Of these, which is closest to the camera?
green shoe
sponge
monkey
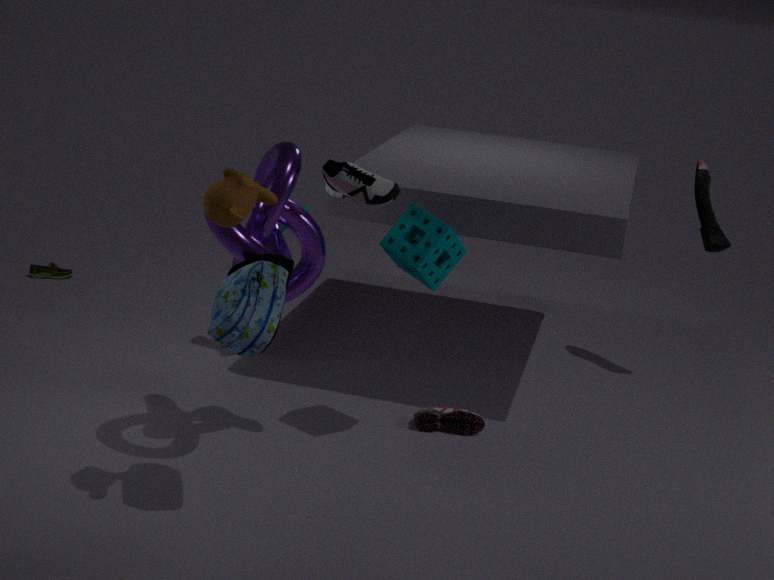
monkey
